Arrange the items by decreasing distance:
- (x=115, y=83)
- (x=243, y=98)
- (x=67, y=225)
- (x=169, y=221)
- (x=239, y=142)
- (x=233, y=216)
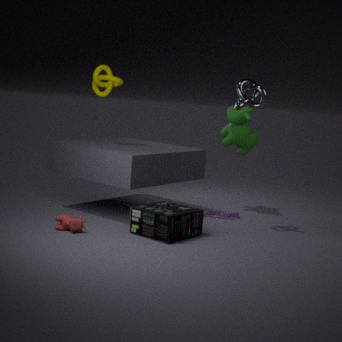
(x=239, y=142)
(x=233, y=216)
(x=115, y=83)
(x=243, y=98)
(x=67, y=225)
(x=169, y=221)
